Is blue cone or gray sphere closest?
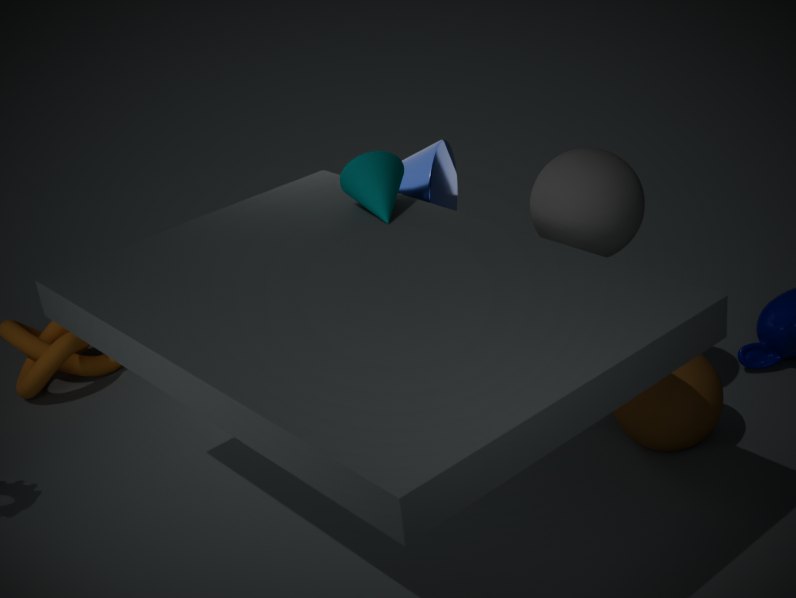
gray sphere
